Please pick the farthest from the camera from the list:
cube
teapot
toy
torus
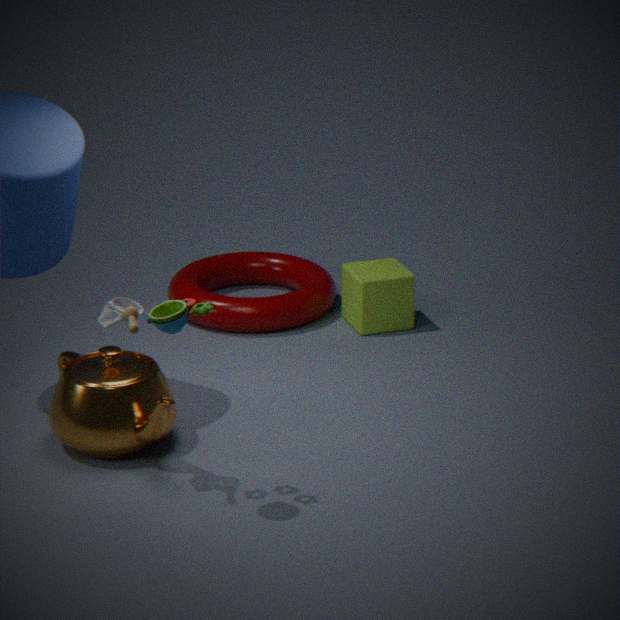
torus
